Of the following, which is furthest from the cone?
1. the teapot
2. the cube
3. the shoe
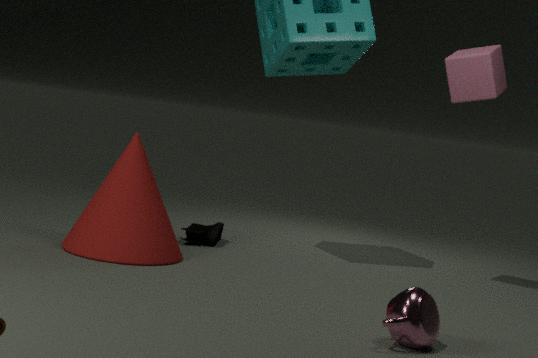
the cube
